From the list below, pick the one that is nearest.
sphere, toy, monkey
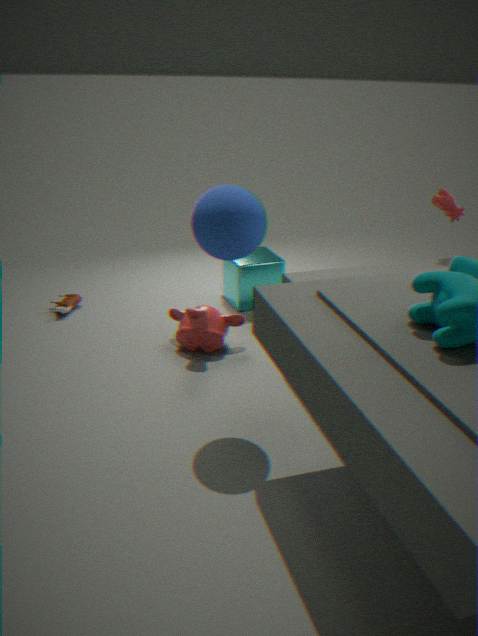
sphere
